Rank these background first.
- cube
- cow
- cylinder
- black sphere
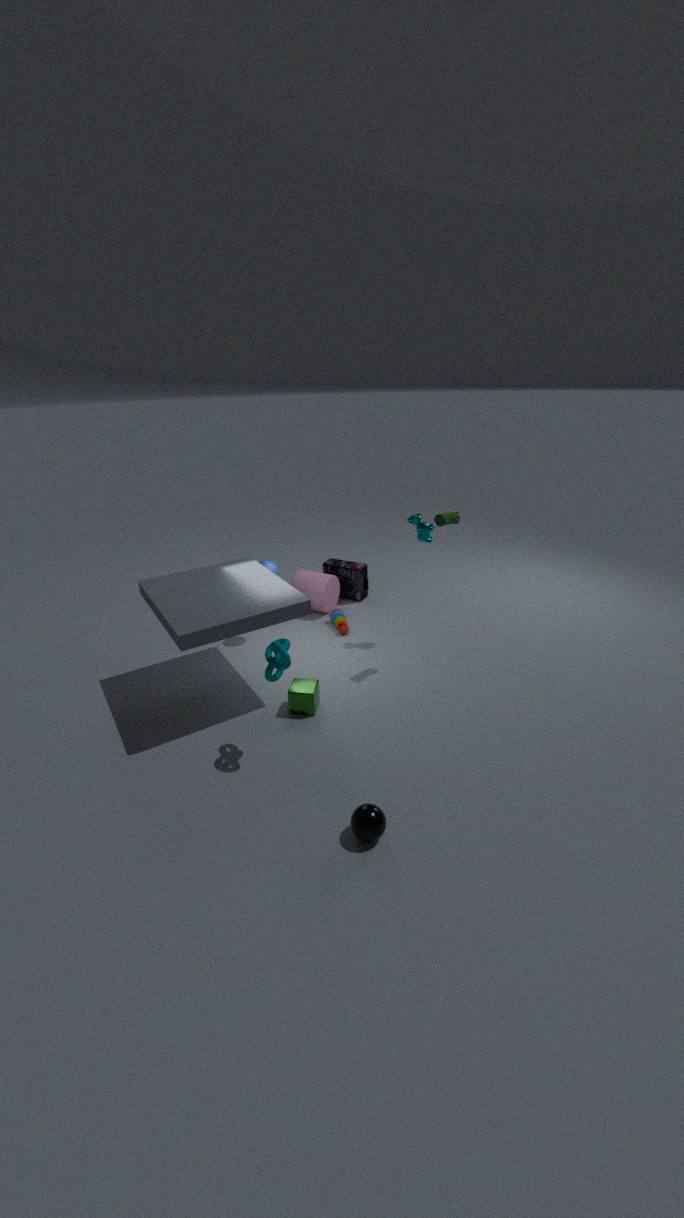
1. cylinder
2. cow
3. cube
4. black sphere
